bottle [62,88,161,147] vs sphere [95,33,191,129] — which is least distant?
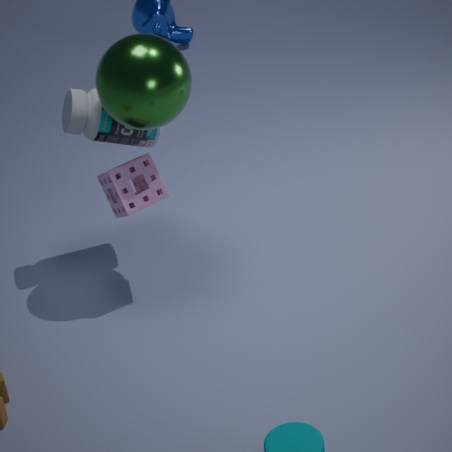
sphere [95,33,191,129]
